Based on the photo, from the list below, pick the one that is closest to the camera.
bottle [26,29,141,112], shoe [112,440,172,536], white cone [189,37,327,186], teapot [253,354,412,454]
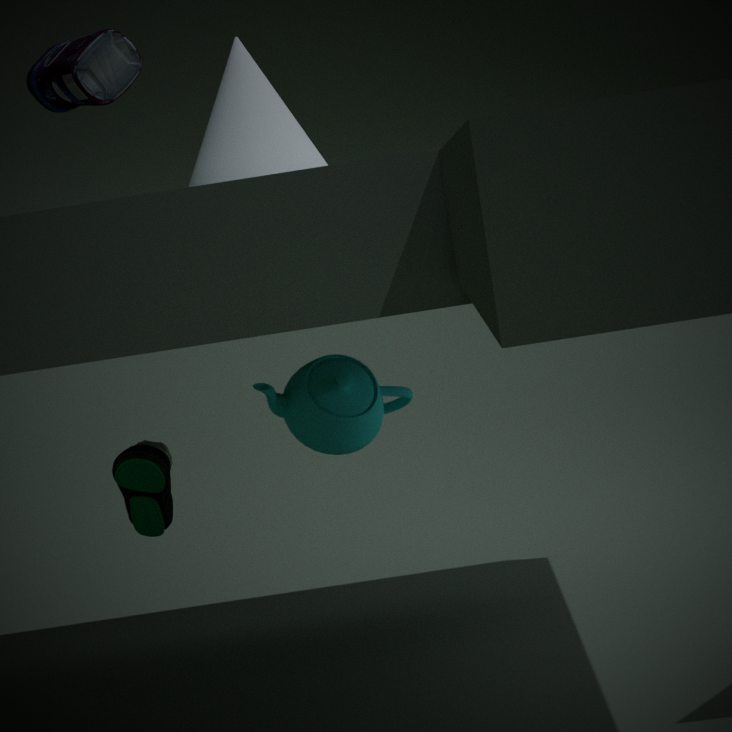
shoe [112,440,172,536]
